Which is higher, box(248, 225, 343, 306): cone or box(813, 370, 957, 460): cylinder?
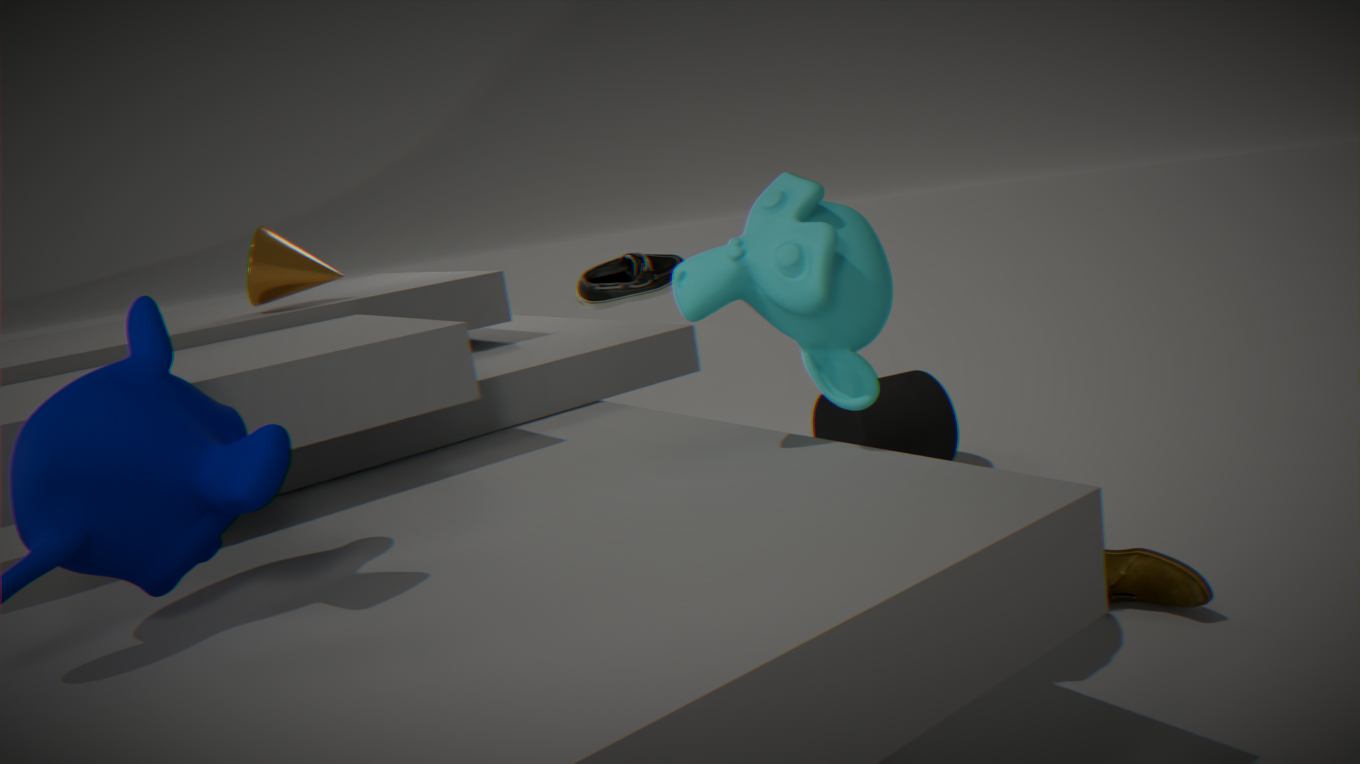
box(248, 225, 343, 306): cone
